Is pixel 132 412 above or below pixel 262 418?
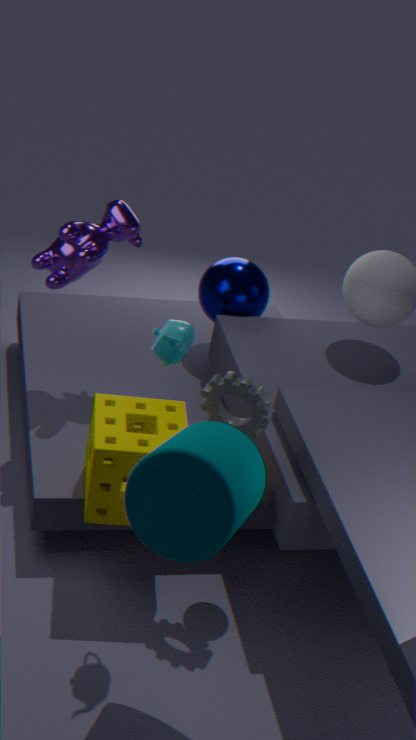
below
